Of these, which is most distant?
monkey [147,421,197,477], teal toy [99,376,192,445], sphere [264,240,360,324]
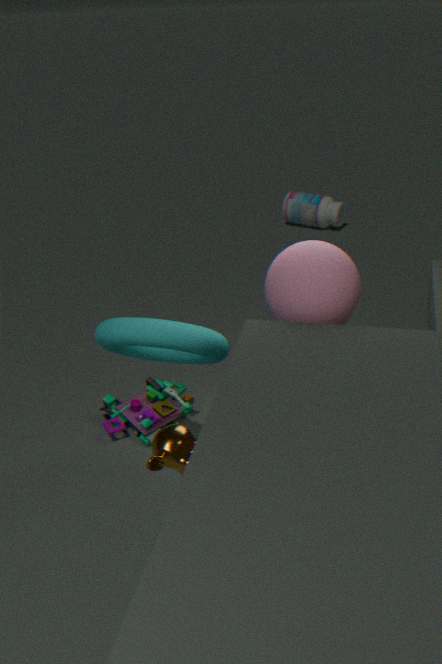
teal toy [99,376,192,445]
